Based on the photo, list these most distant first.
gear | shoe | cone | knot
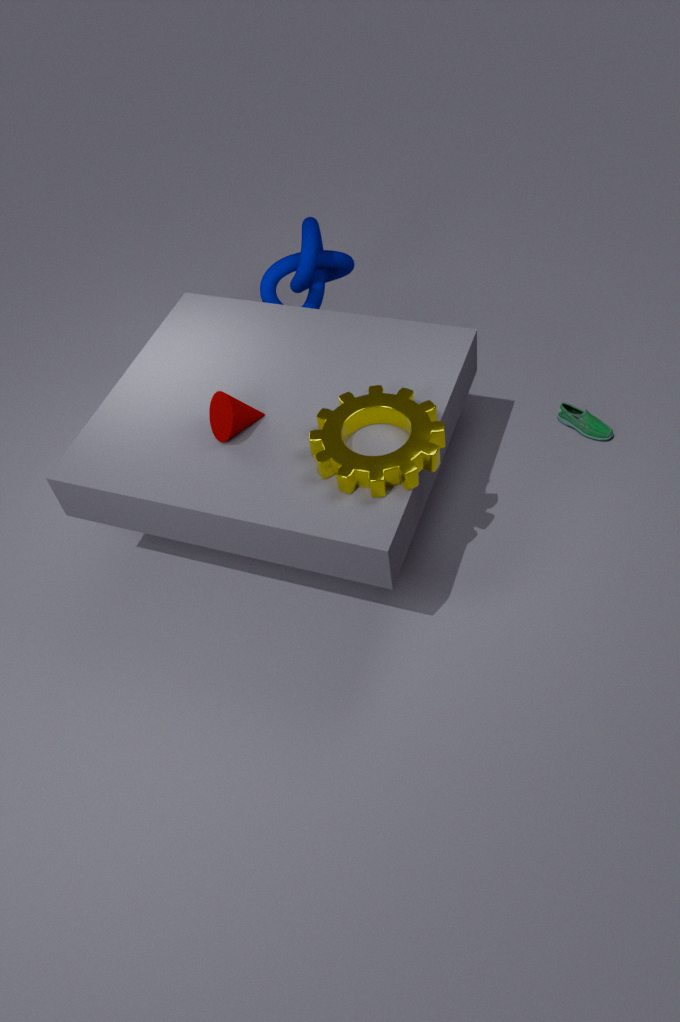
shoe < knot < cone < gear
